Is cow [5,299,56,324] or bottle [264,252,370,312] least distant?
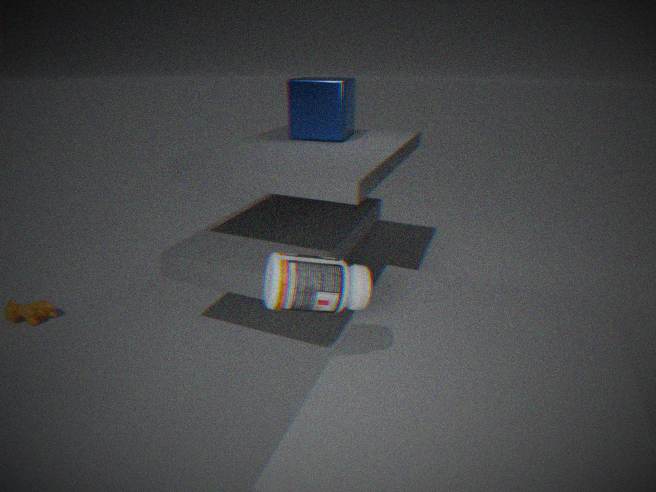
bottle [264,252,370,312]
